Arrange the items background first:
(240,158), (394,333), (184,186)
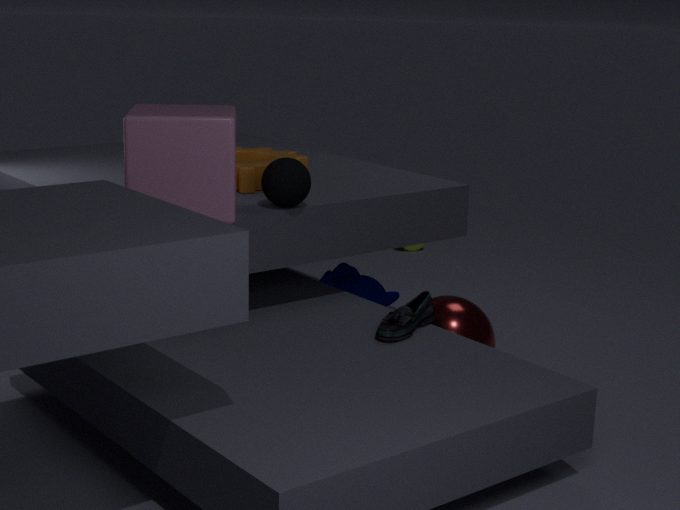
(240,158) < (394,333) < (184,186)
